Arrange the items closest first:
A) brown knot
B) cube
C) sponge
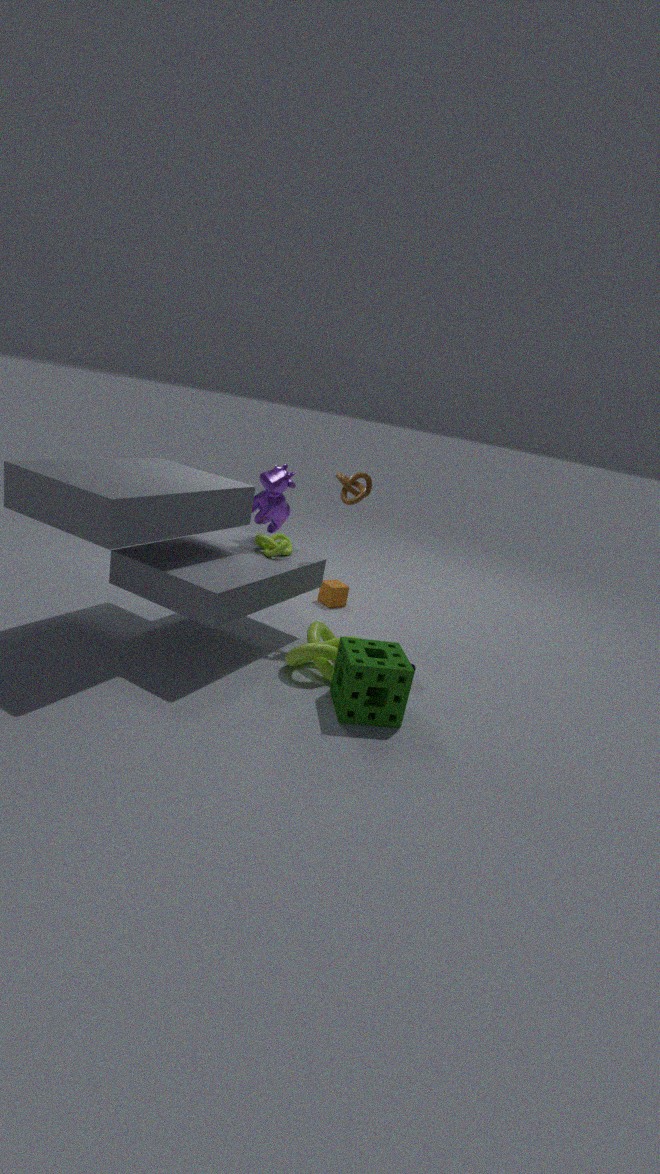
1. sponge
2. brown knot
3. cube
